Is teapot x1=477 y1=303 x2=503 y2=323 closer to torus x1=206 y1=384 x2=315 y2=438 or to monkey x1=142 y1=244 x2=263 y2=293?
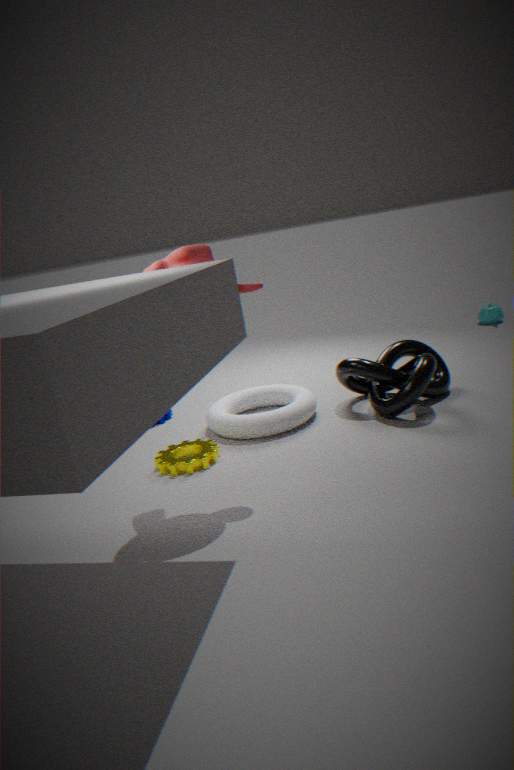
torus x1=206 y1=384 x2=315 y2=438
